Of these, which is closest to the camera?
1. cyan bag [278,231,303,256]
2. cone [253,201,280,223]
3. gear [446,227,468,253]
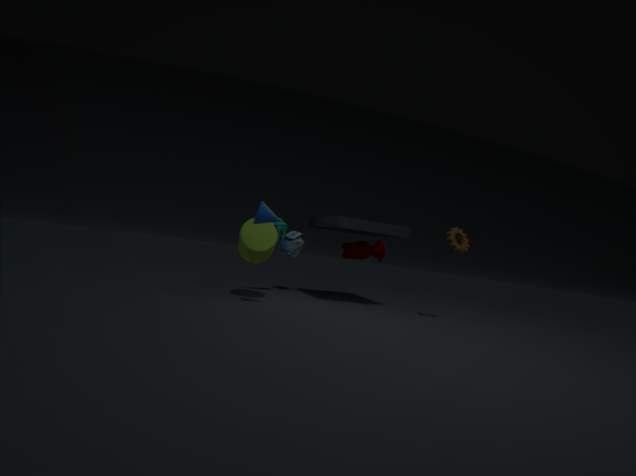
cone [253,201,280,223]
